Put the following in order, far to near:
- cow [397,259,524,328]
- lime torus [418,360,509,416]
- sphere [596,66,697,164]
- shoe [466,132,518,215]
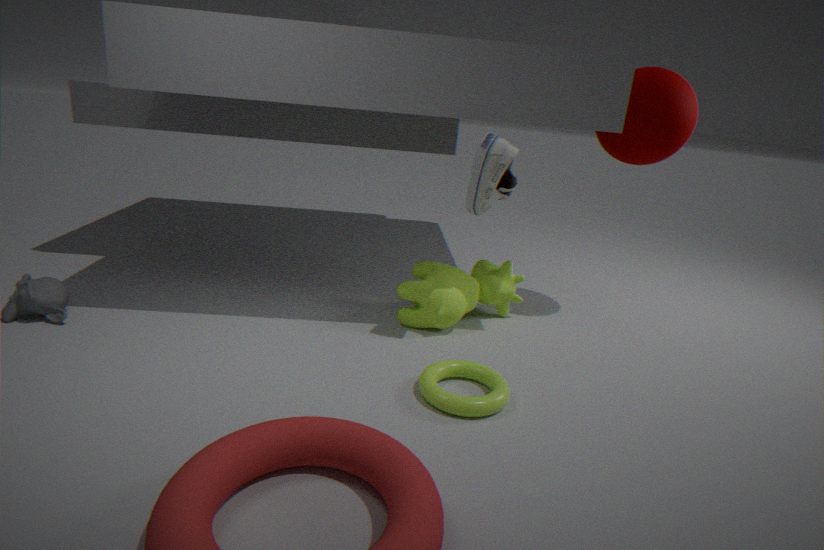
cow [397,259,524,328] → sphere [596,66,697,164] → shoe [466,132,518,215] → lime torus [418,360,509,416]
